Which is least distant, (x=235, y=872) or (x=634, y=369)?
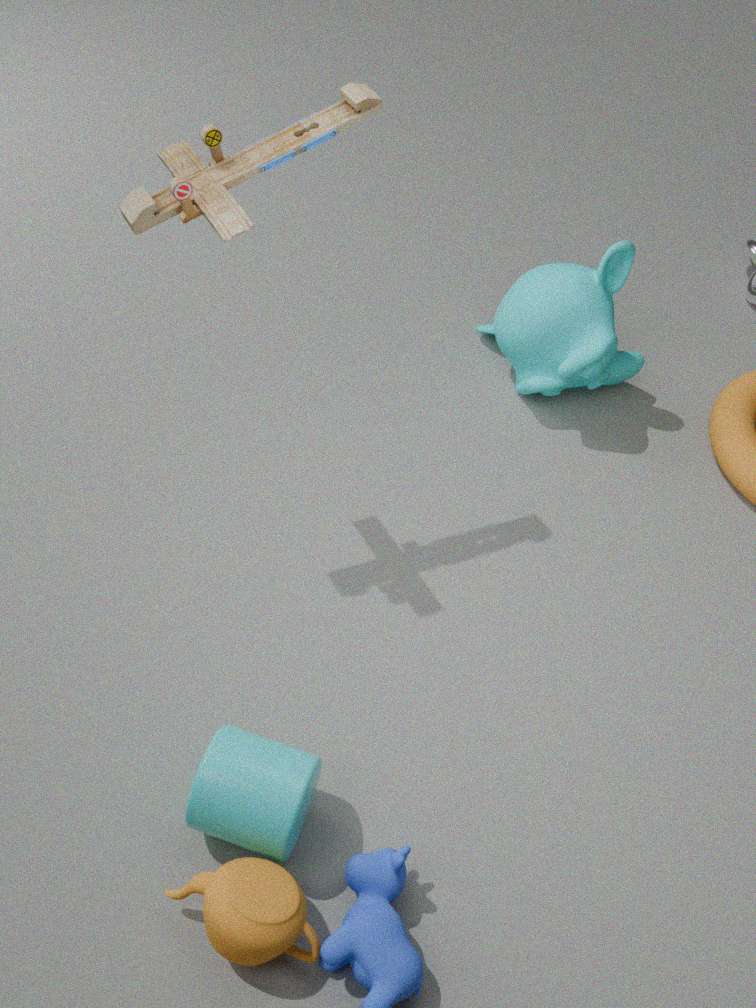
(x=235, y=872)
